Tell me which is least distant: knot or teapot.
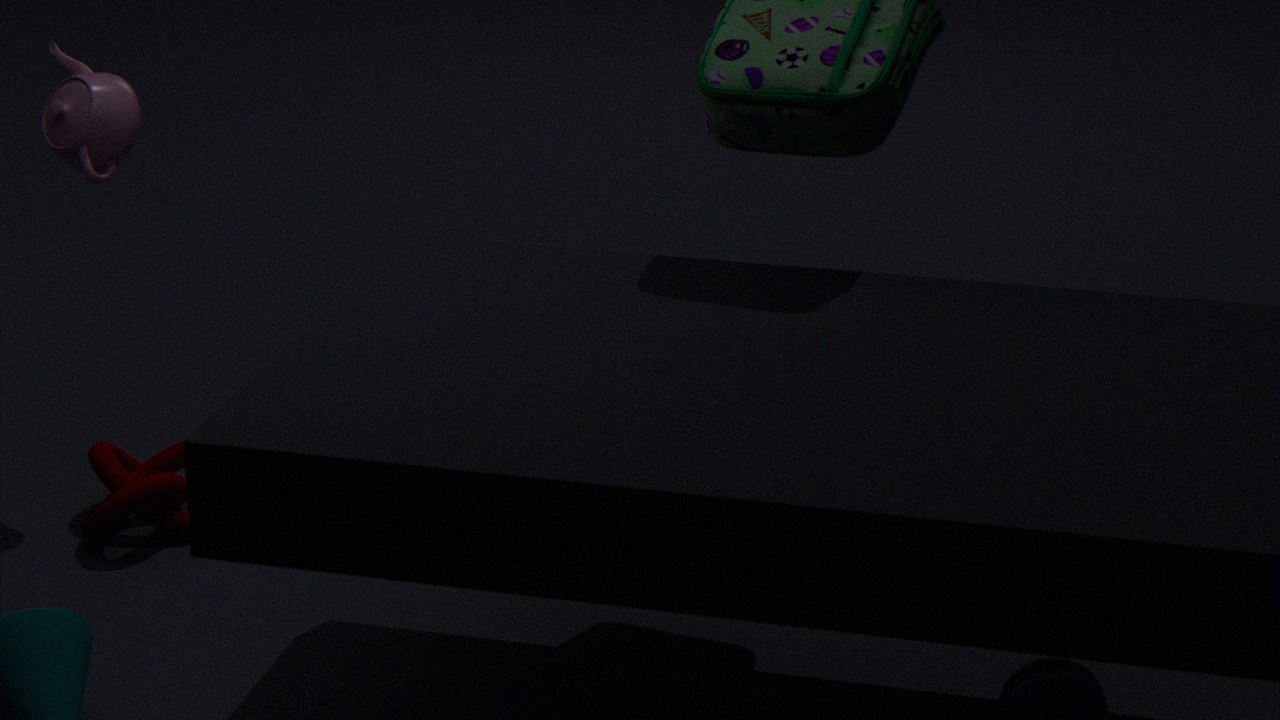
knot
